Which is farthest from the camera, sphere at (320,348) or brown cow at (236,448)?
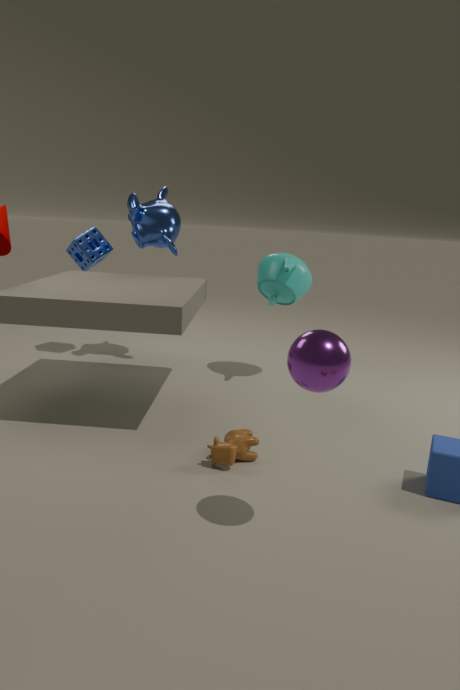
brown cow at (236,448)
